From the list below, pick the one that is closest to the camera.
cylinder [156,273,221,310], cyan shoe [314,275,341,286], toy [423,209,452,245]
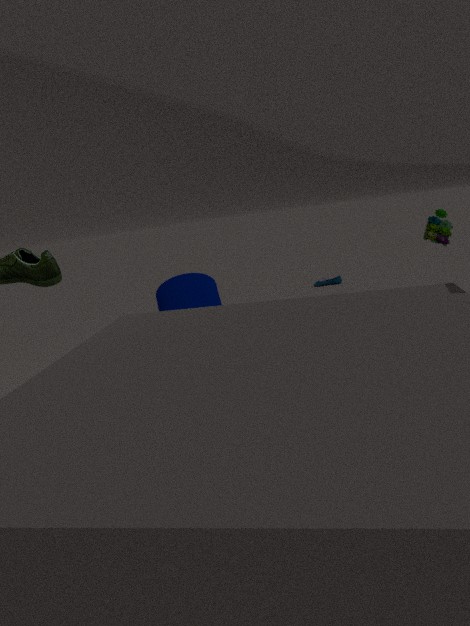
toy [423,209,452,245]
